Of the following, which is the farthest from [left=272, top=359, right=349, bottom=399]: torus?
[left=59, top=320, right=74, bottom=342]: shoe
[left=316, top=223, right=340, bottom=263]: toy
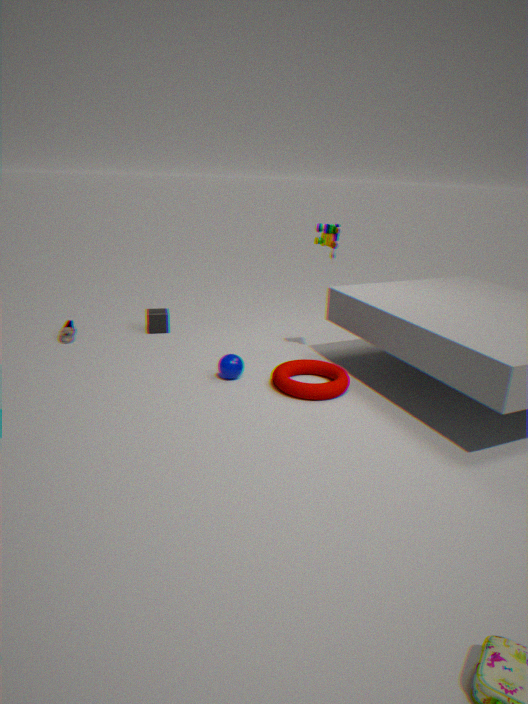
[left=59, top=320, right=74, bottom=342]: shoe
